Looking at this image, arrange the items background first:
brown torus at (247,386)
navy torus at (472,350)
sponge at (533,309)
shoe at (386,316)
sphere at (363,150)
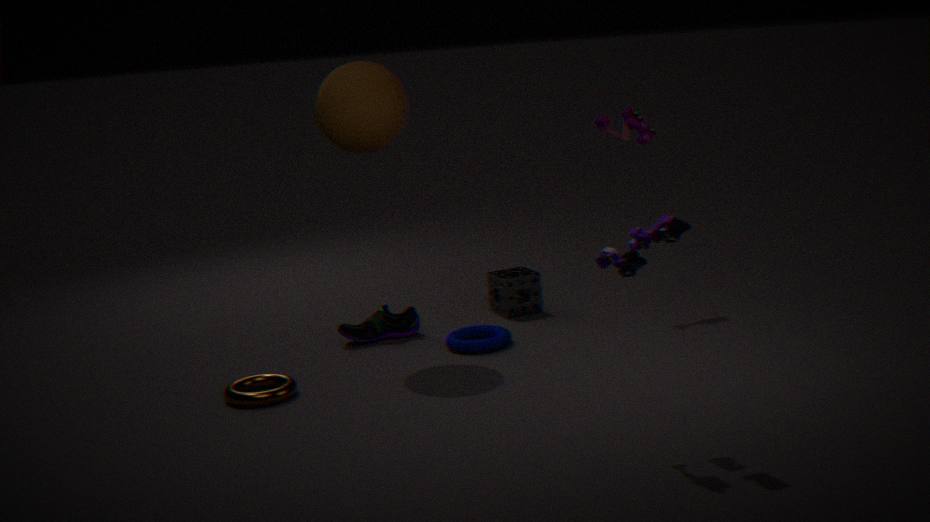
sponge at (533,309), shoe at (386,316), navy torus at (472,350), sphere at (363,150), brown torus at (247,386)
